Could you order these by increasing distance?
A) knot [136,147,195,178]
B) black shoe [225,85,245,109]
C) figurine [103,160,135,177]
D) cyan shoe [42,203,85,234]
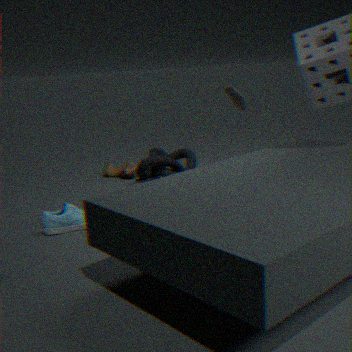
cyan shoe [42,203,85,234], black shoe [225,85,245,109], knot [136,147,195,178], figurine [103,160,135,177]
